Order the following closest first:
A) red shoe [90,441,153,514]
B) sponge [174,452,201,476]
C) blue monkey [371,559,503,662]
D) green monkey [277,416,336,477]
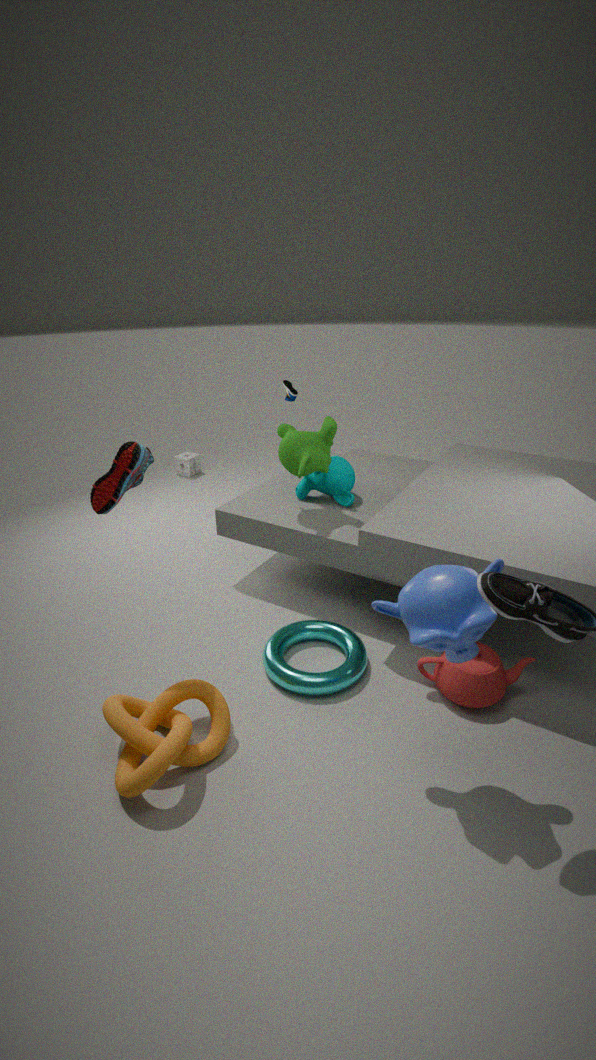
blue monkey [371,559,503,662] → red shoe [90,441,153,514] → green monkey [277,416,336,477] → sponge [174,452,201,476]
